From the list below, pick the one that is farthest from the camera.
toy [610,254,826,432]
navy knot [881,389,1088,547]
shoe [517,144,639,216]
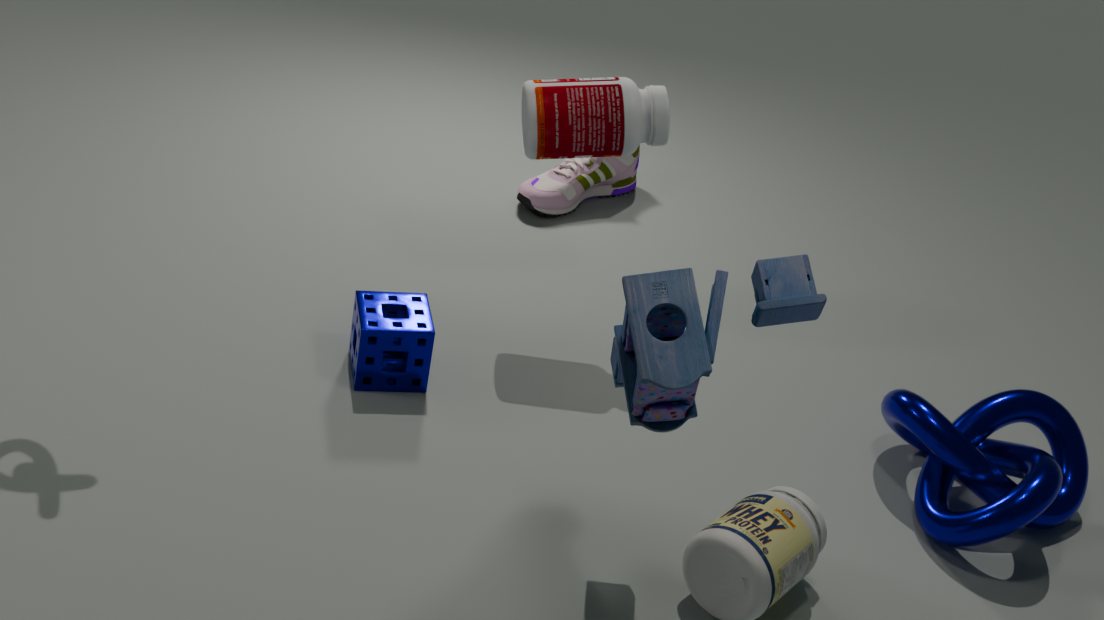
shoe [517,144,639,216]
